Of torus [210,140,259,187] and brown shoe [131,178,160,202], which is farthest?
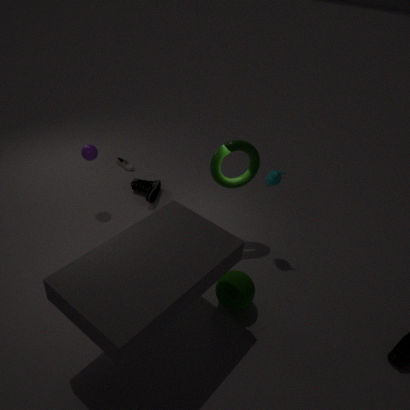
brown shoe [131,178,160,202]
